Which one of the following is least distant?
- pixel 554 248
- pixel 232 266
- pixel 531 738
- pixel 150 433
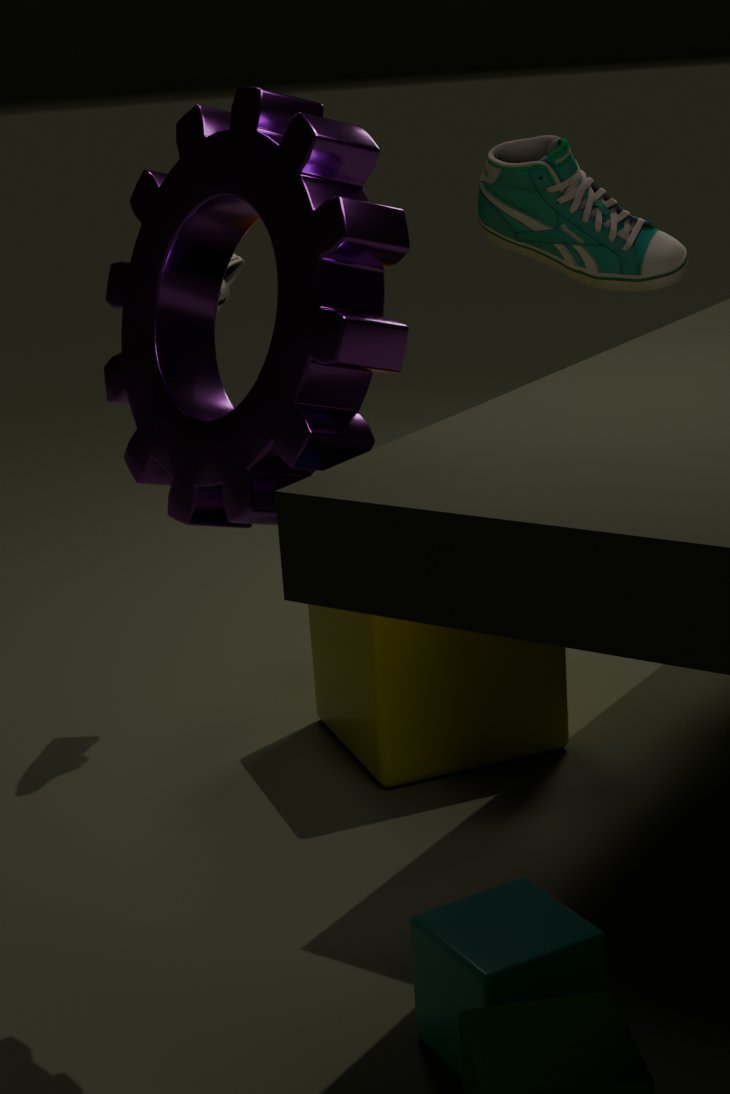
pixel 150 433
